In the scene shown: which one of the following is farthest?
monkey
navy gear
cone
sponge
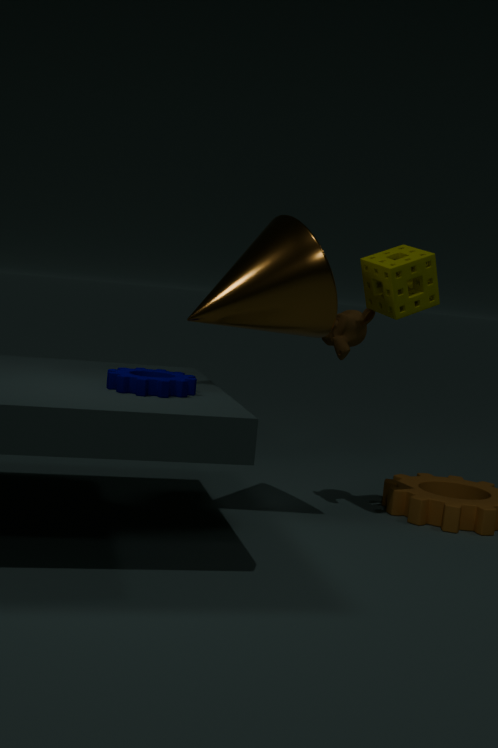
monkey
